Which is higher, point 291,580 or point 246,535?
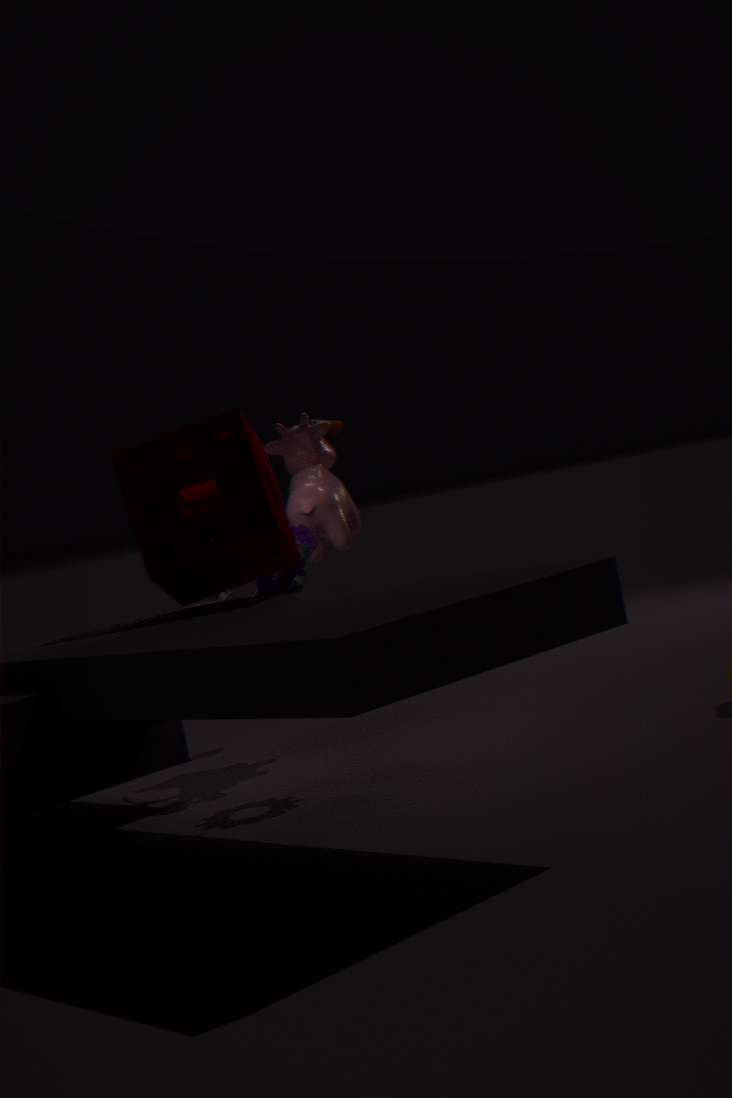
point 246,535
